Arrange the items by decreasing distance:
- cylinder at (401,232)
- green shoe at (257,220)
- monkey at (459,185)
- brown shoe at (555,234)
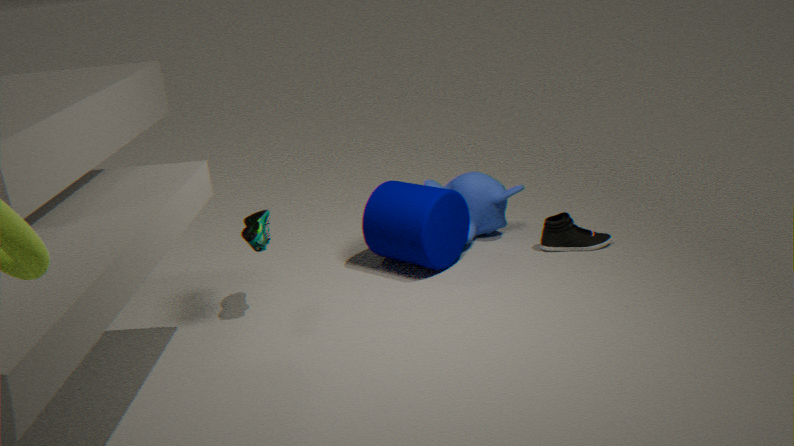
monkey at (459,185), brown shoe at (555,234), cylinder at (401,232), green shoe at (257,220)
